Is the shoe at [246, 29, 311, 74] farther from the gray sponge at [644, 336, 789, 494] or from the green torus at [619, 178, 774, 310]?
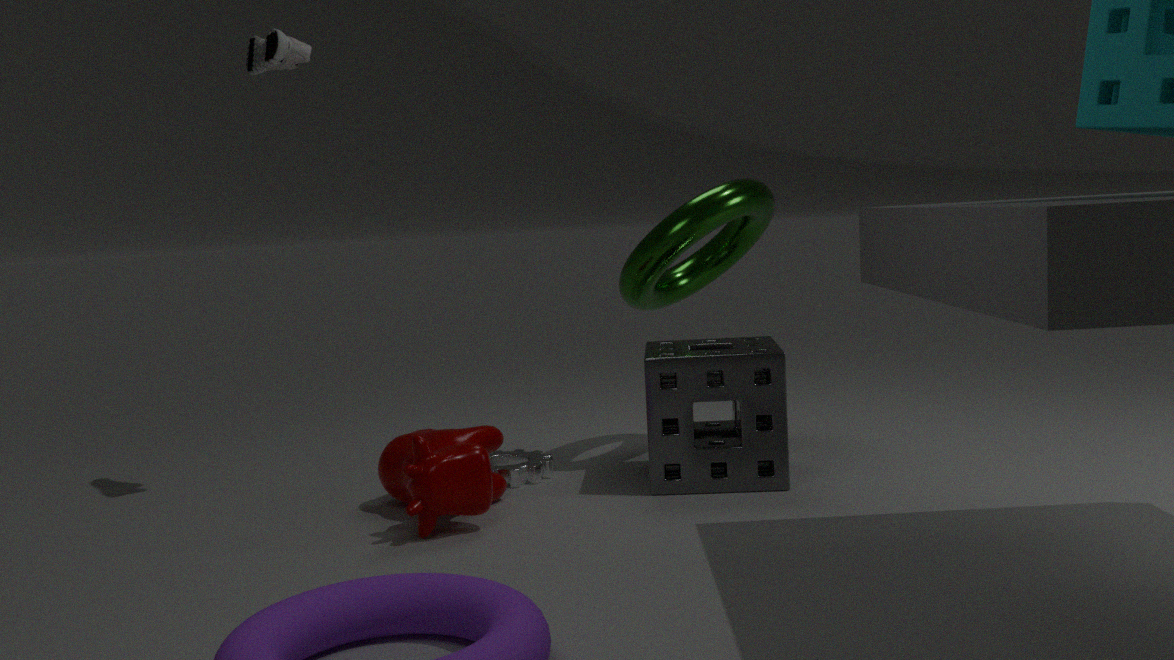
the gray sponge at [644, 336, 789, 494]
